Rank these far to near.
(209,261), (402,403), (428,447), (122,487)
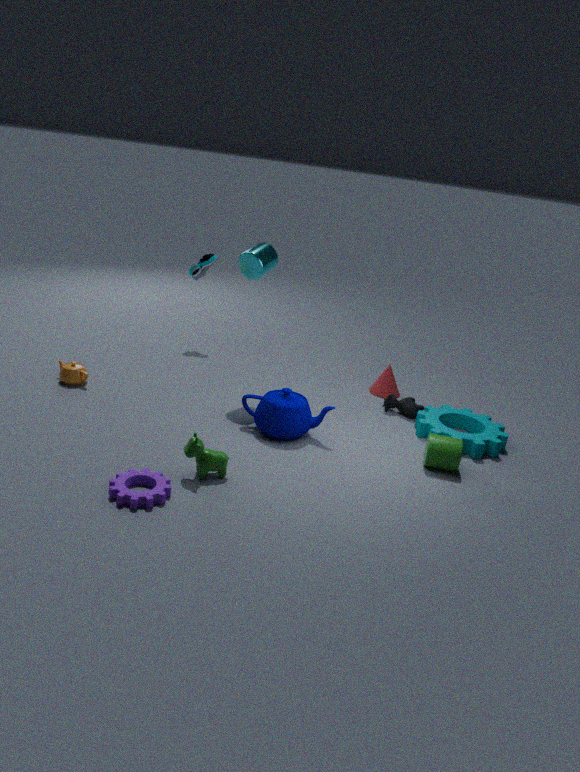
(209,261), (402,403), (428,447), (122,487)
